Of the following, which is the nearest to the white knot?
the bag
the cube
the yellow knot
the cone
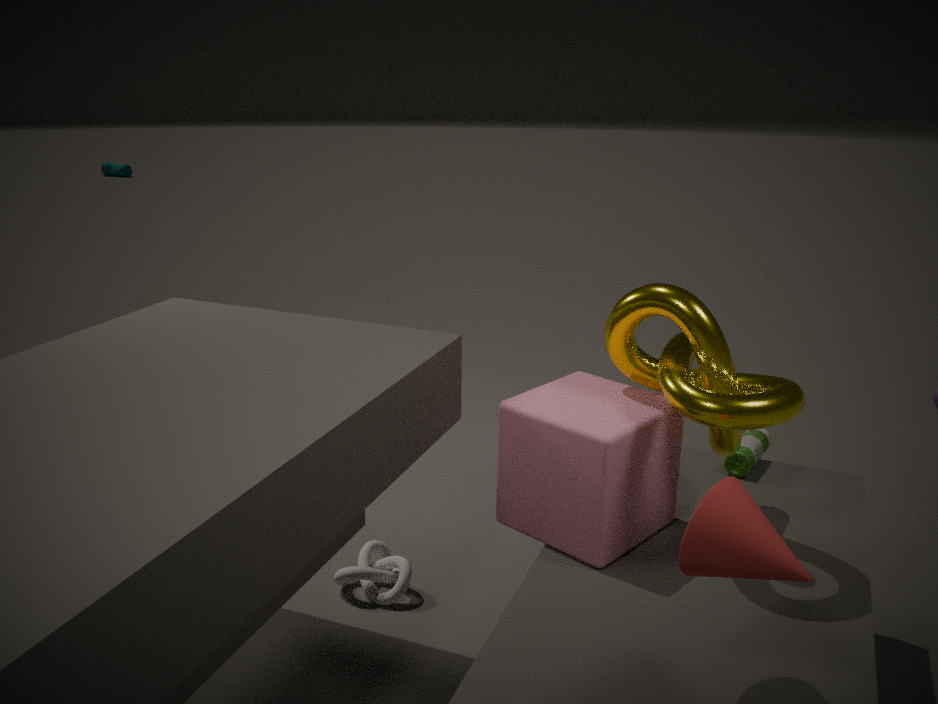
the cube
